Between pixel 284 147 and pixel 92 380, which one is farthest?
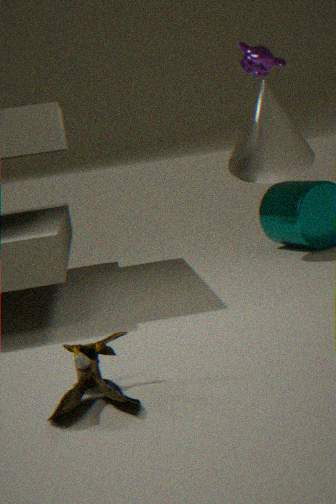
pixel 284 147
